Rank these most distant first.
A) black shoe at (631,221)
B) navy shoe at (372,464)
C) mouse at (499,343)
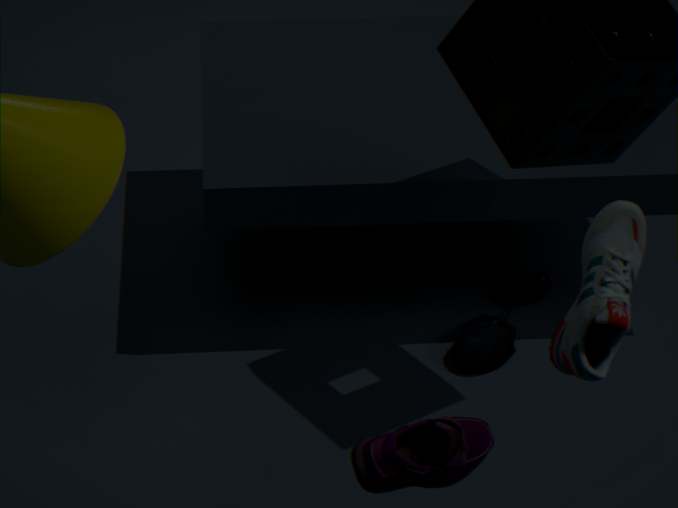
mouse at (499,343) → navy shoe at (372,464) → black shoe at (631,221)
